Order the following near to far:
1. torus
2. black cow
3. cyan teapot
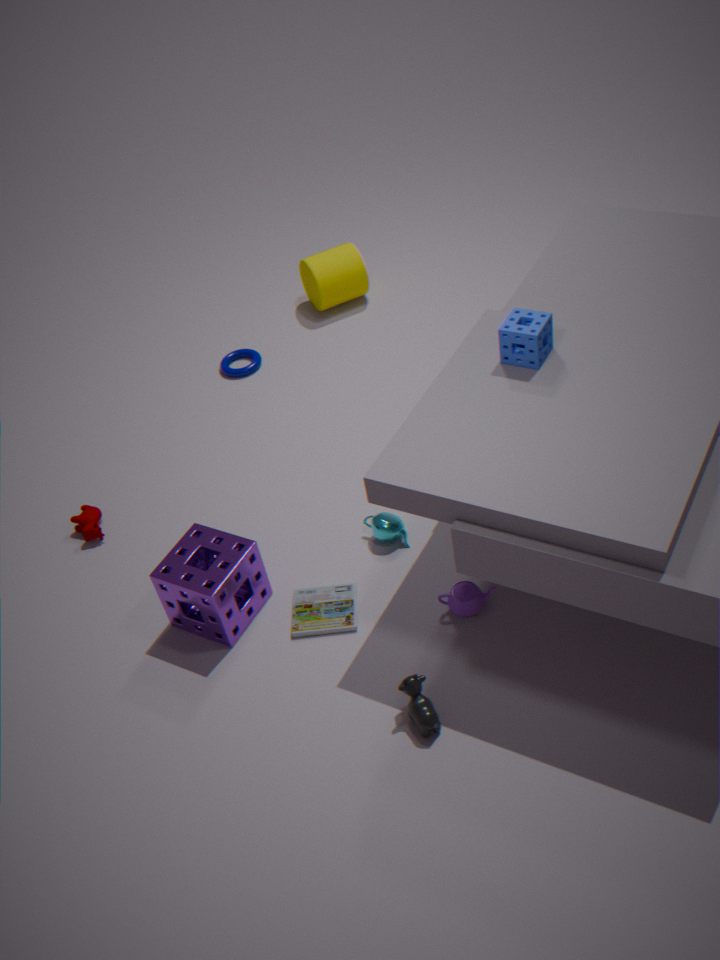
black cow < cyan teapot < torus
